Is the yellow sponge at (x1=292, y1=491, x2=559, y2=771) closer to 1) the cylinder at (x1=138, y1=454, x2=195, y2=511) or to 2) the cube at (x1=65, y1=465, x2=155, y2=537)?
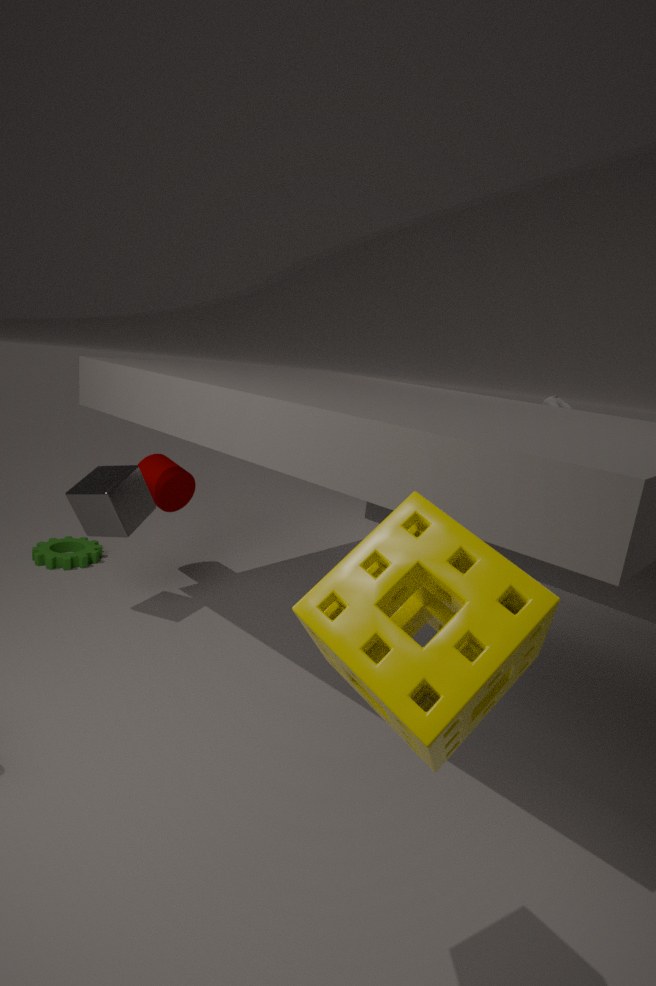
2) the cube at (x1=65, y1=465, x2=155, y2=537)
